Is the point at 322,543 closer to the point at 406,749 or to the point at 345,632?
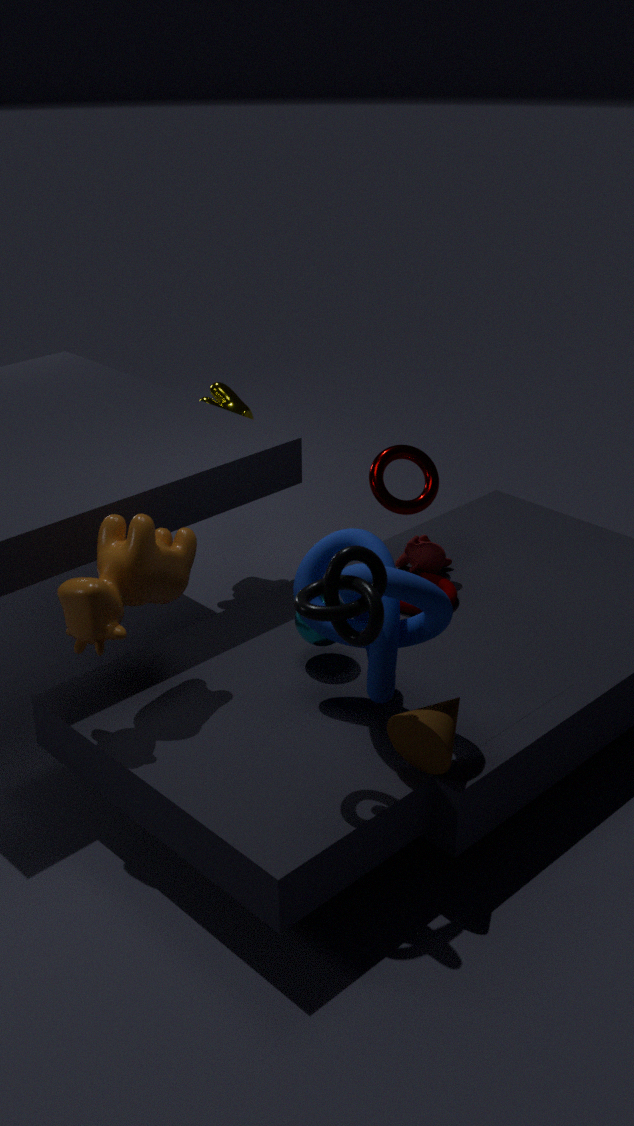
the point at 345,632
